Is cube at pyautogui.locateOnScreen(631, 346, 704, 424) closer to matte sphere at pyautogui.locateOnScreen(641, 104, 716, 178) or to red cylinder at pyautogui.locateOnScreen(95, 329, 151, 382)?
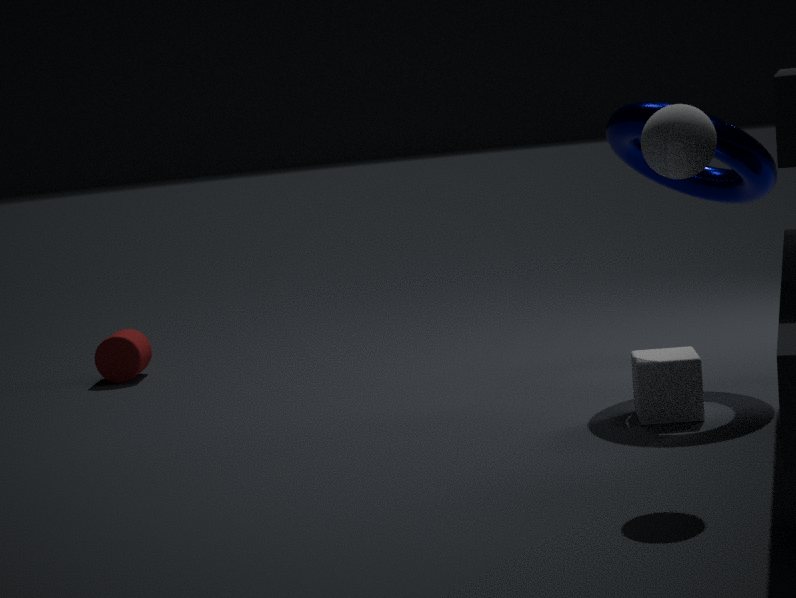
matte sphere at pyautogui.locateOnScreen(641, 104, 716, 178)
